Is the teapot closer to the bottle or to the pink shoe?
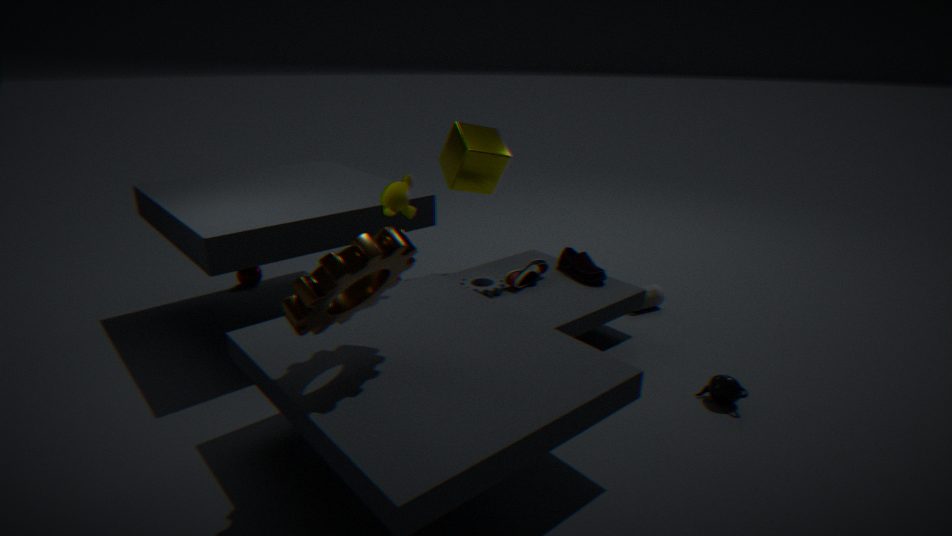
the pink shoe
